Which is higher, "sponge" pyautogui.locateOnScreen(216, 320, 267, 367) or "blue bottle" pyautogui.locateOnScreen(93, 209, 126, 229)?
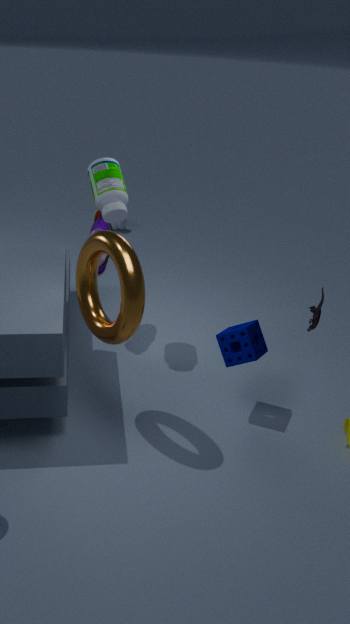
"sponge" pyautogui.locateOnScreen(216, 320, 267, 367)
